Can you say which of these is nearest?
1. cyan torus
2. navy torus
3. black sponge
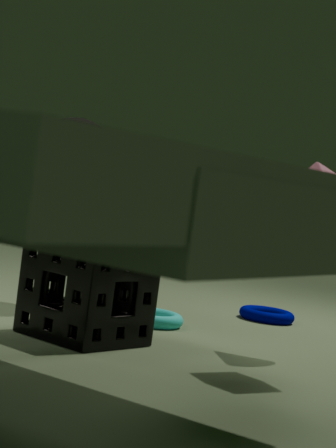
black sponge
